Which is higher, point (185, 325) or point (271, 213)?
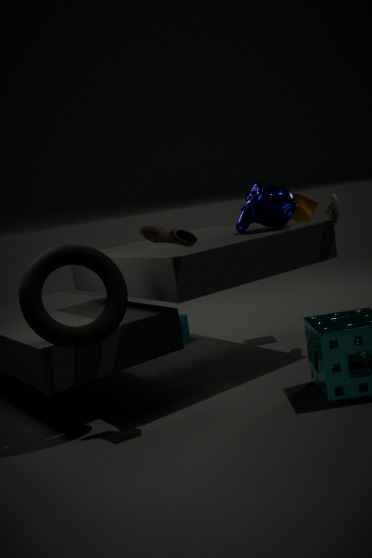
point (271, 213)
